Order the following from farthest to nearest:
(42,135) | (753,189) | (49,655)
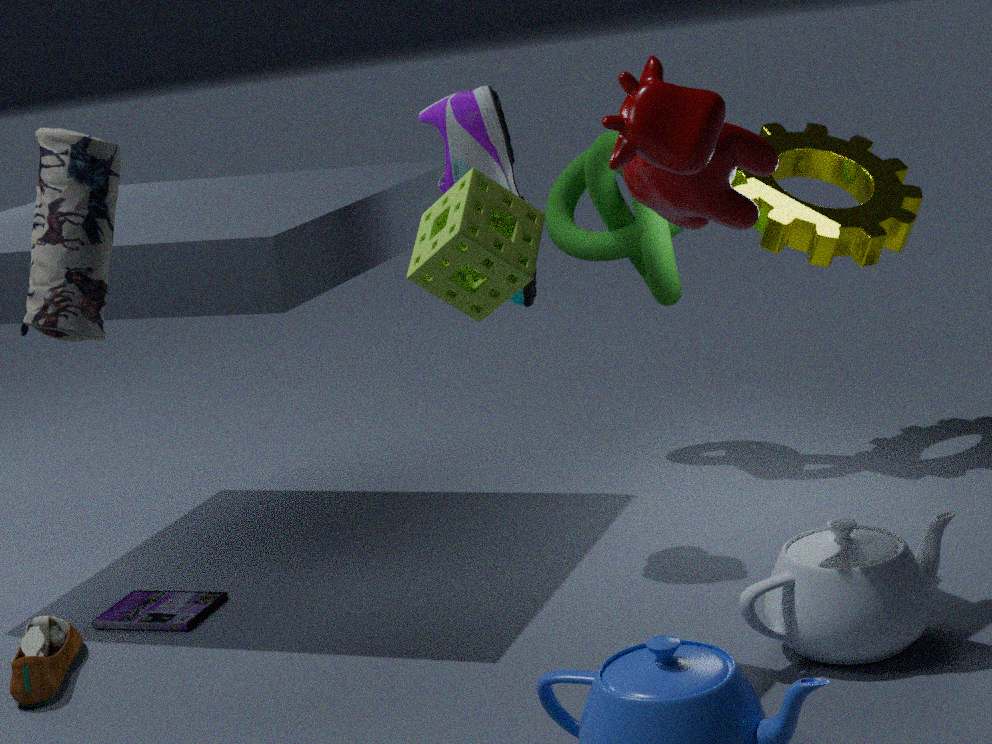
1. (753,189)
2. (49,655)
3. (42,135)
